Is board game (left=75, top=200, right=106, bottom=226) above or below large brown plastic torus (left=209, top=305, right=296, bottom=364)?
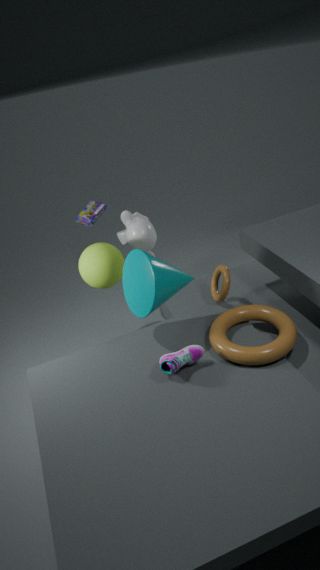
above
